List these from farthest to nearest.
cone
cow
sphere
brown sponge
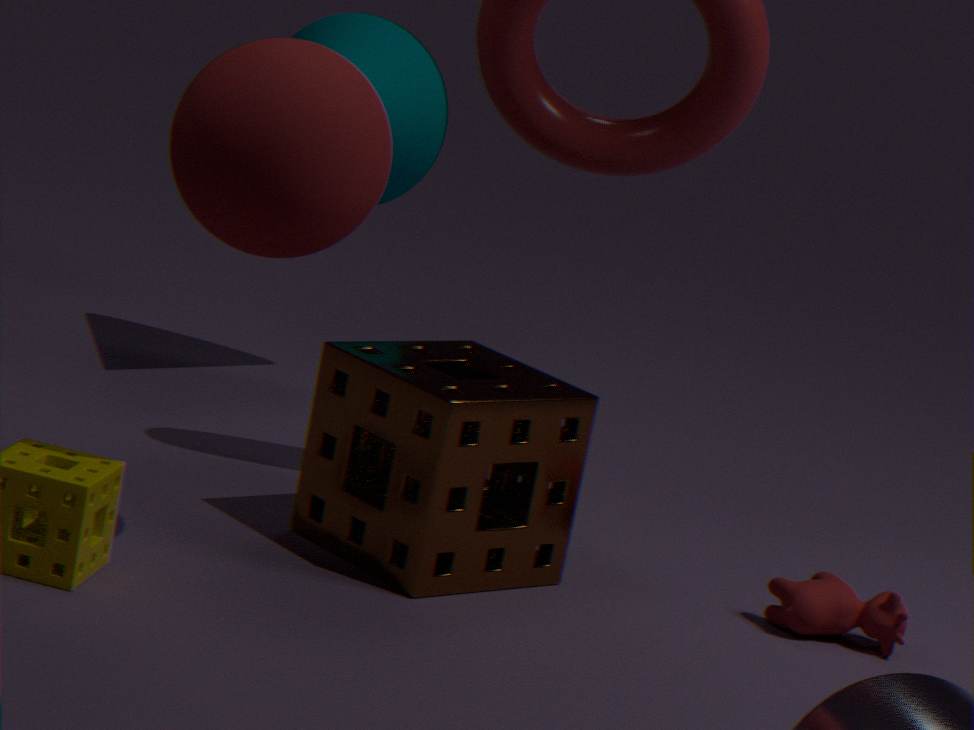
cone → cow → brown sponge → sphere
